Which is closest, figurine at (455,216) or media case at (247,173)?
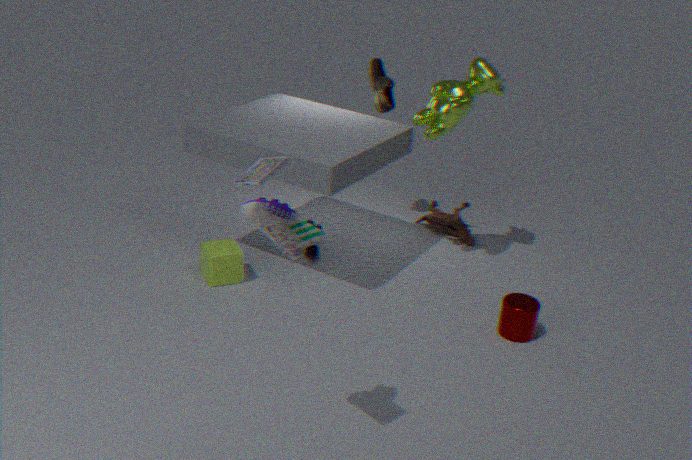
media case at (247,173)
